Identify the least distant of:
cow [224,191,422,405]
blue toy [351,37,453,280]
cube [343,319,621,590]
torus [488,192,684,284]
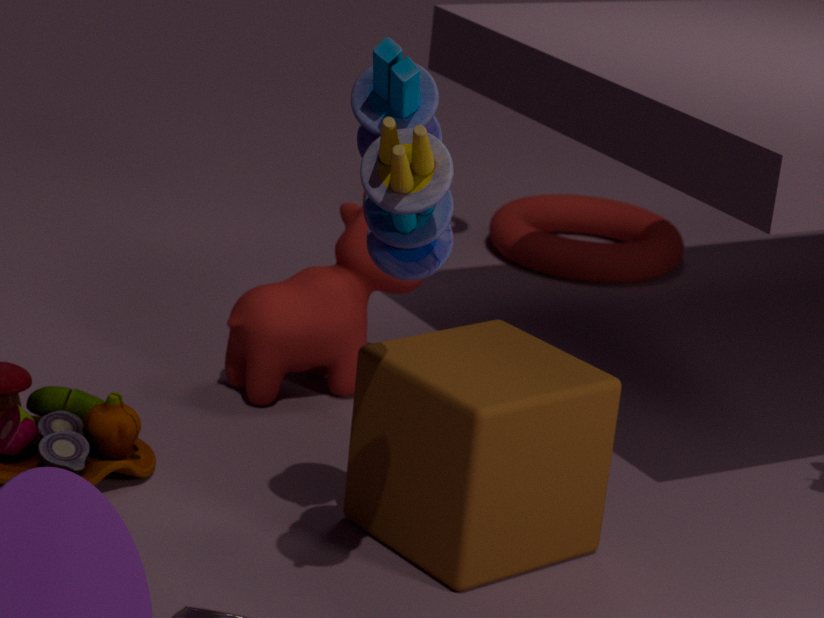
blue toy [351,37,453,280]
